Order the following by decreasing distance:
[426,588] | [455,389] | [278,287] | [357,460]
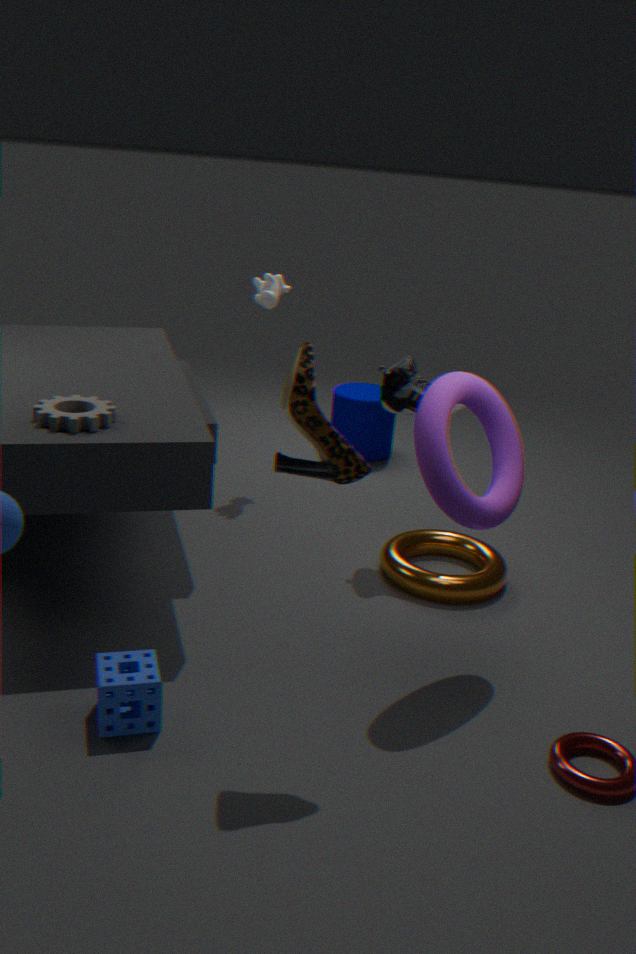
[278,287]
[426,588]
[455,389]
[357,460]
